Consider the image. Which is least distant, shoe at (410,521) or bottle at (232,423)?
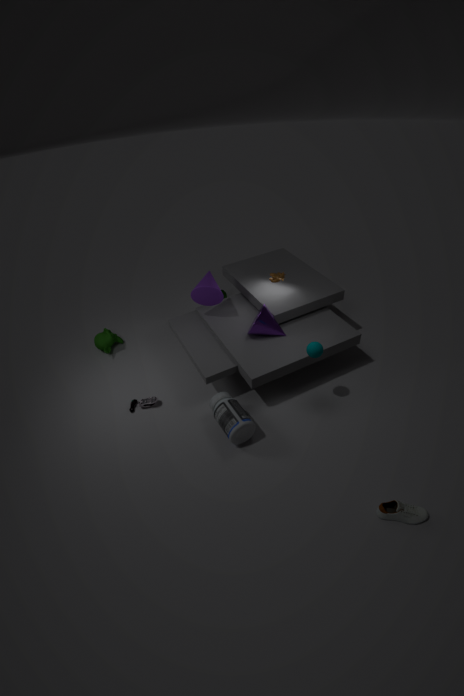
shoe at (410,521)
